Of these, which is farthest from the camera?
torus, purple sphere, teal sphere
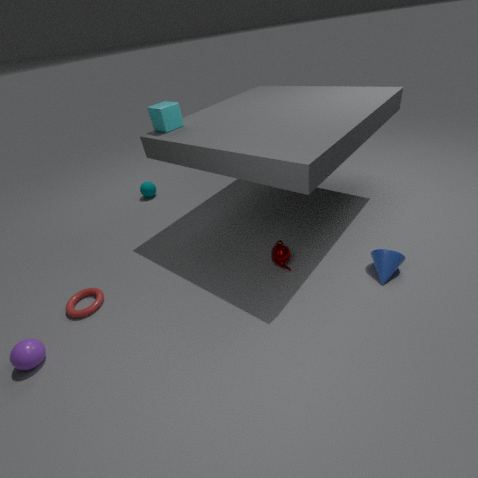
teal sphere
